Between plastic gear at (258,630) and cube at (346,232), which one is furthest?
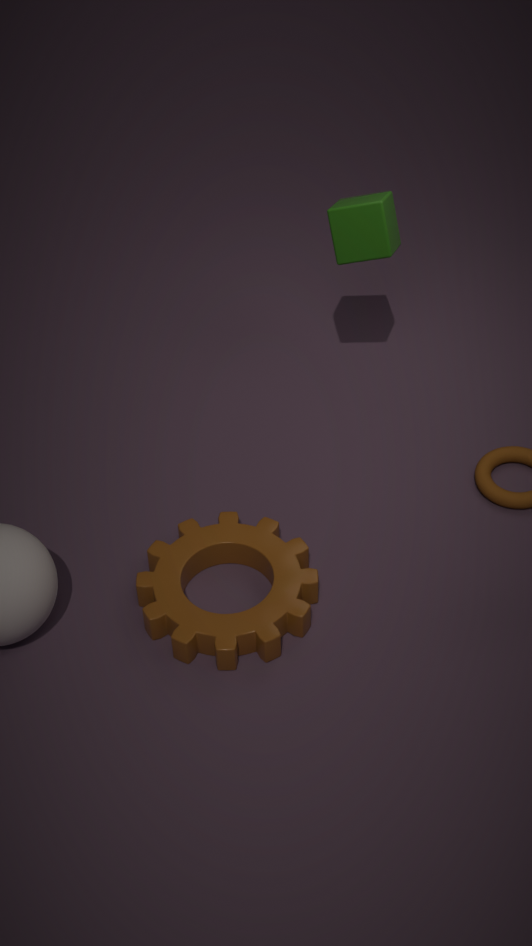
cube at (346,232)
